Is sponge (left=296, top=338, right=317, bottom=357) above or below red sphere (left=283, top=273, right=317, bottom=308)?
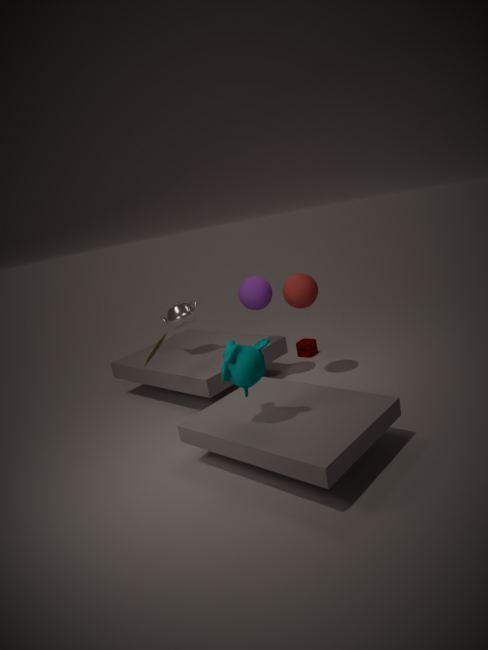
below
